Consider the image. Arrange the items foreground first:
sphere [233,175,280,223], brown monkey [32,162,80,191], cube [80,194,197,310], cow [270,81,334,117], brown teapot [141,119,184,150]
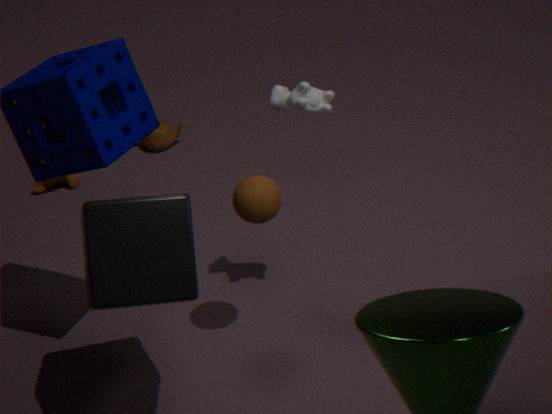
cube [80,194,197,310]
sphere [233,175,280,223]
cow [270,81,334,117]
brown monkey [32,162,80,191]
brown teapot [141,119,184,150]
